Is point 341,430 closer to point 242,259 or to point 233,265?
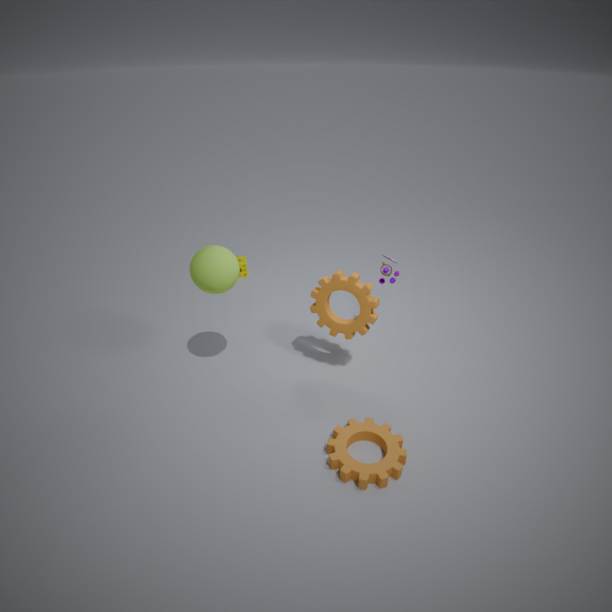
point 233,265
